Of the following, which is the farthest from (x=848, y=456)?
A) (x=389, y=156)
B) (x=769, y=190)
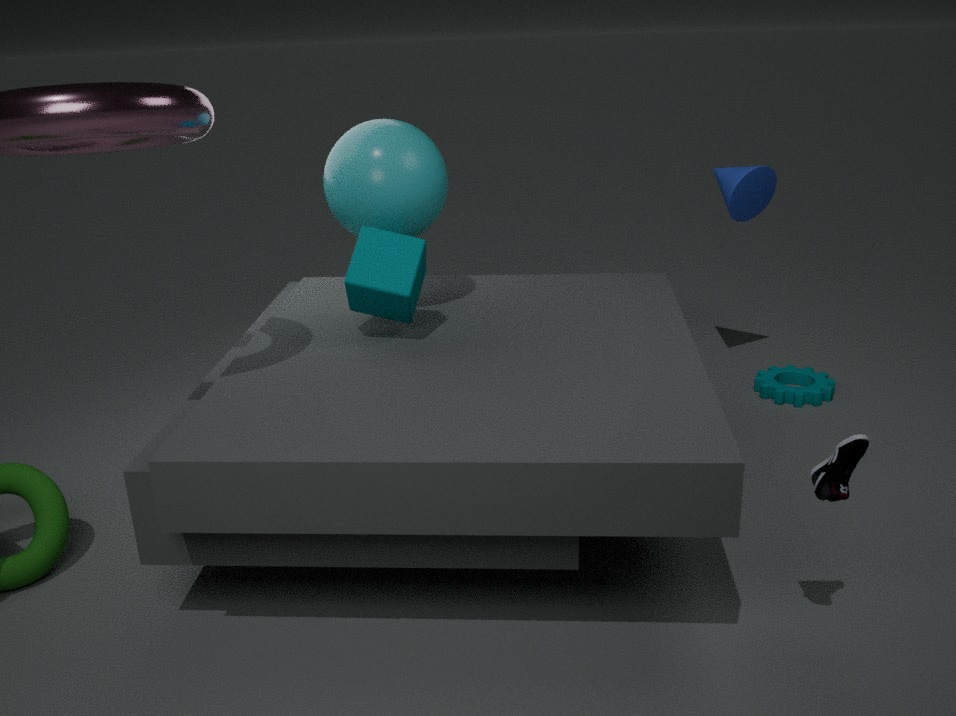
(x=769, y=190)
